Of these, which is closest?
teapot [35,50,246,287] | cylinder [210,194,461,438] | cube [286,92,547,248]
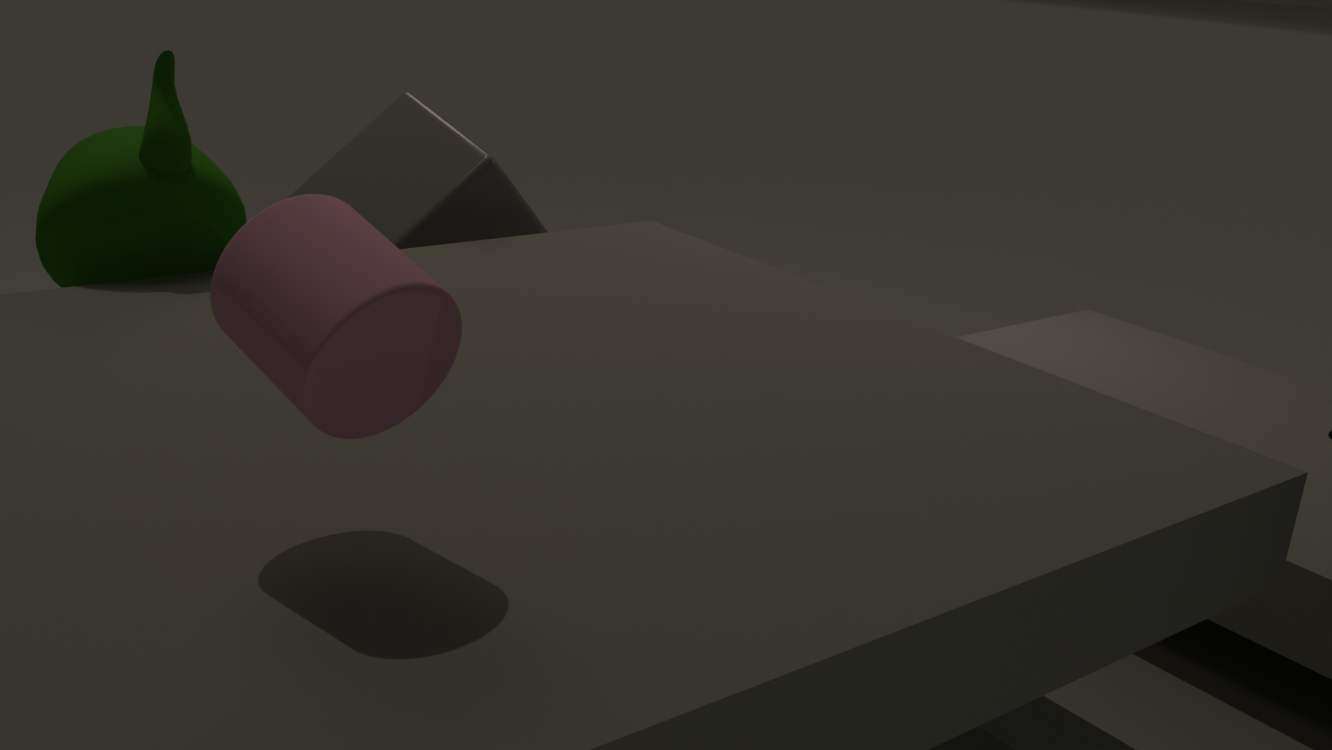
cylinder [210,194,461,438]
